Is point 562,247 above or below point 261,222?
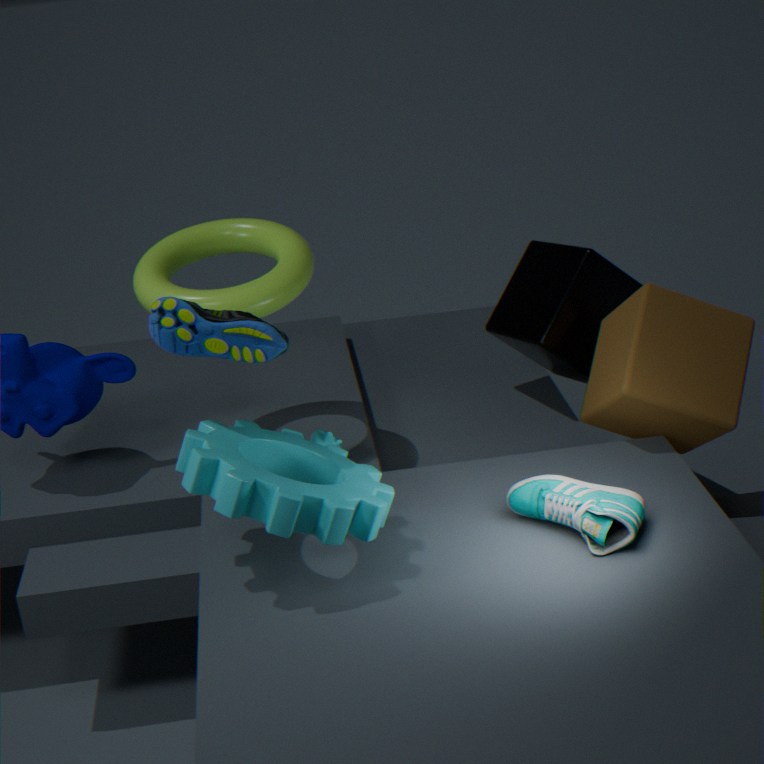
below
